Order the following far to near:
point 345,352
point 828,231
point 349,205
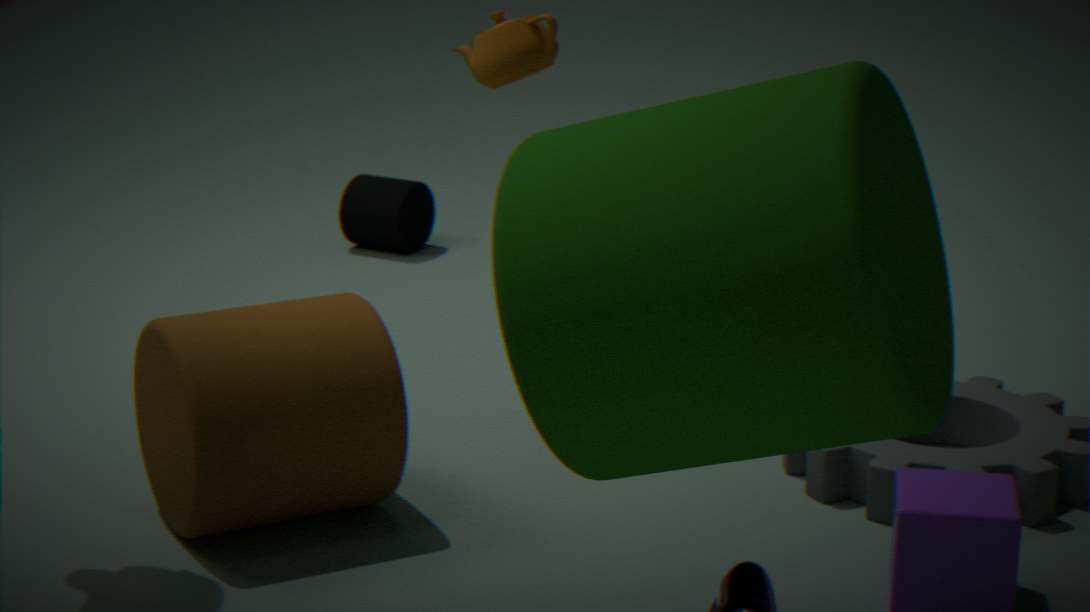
Answer: point 349,205, point 345,352, point 828,231
